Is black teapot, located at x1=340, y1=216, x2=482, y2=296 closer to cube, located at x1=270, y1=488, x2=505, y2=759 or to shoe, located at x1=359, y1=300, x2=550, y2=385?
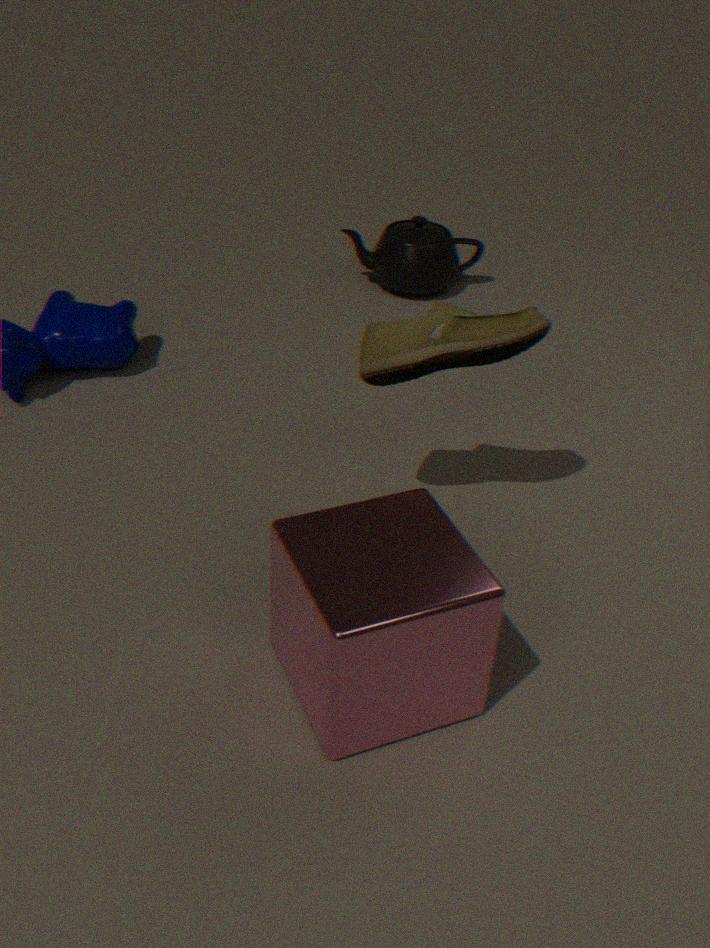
shoe, located at x1=359, y1=300, x2=550, y2=385
